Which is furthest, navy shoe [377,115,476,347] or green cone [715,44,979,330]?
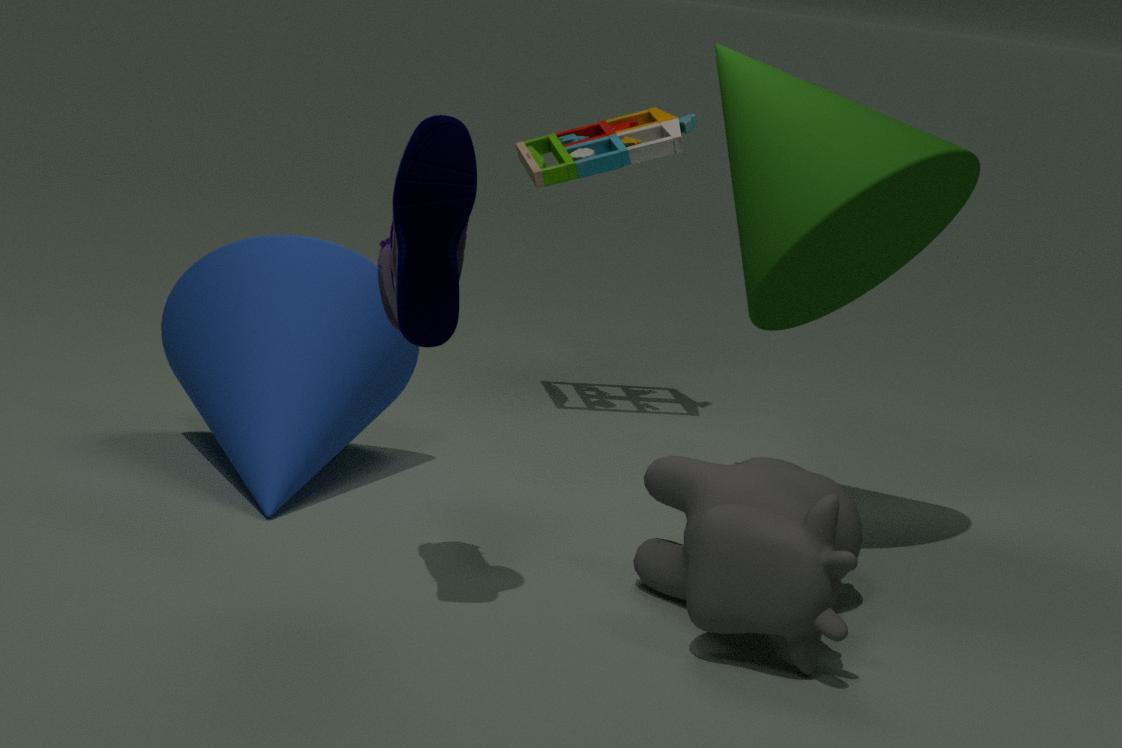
green cone [715,44,979,330]
